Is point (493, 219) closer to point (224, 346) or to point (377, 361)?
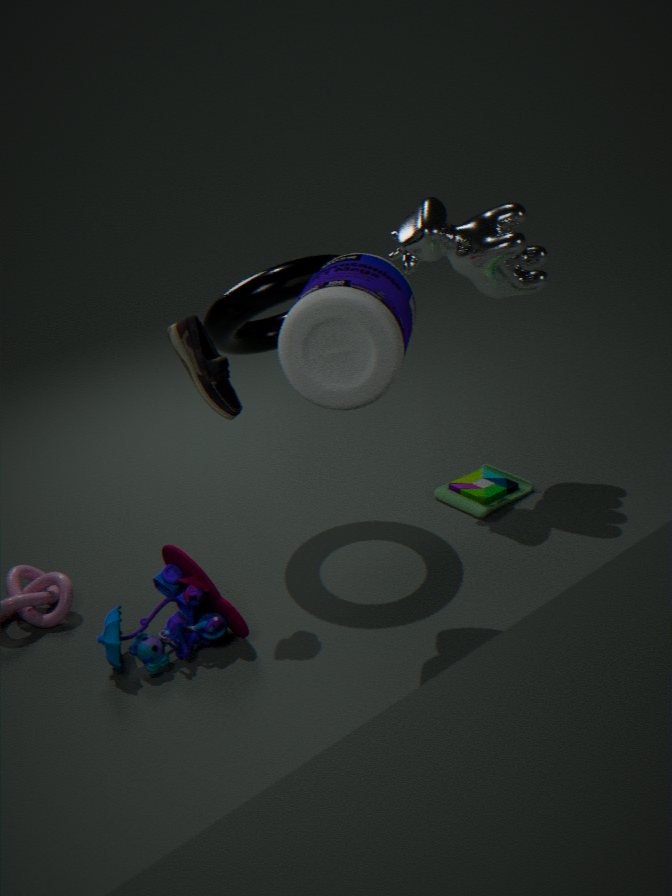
point (224, 346)
